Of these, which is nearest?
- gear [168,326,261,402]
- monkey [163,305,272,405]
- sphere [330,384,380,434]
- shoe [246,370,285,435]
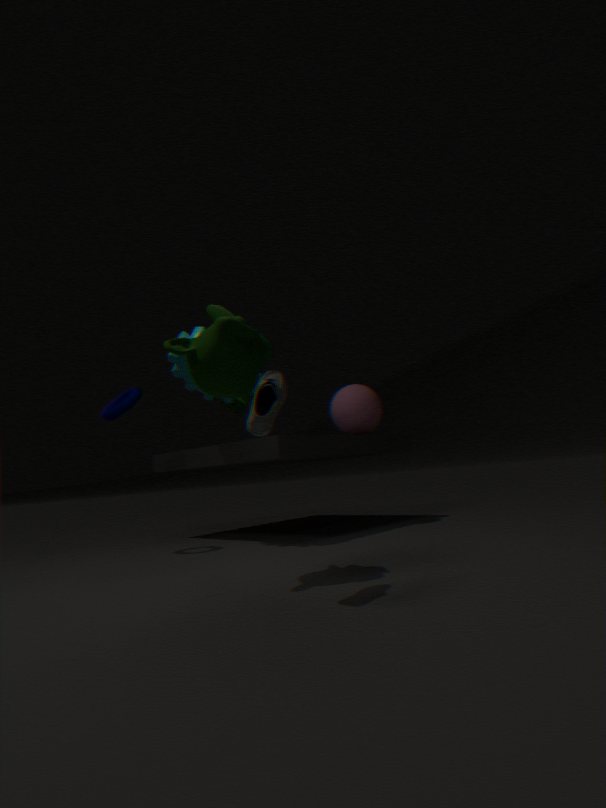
shoe [246,370,285,435]
